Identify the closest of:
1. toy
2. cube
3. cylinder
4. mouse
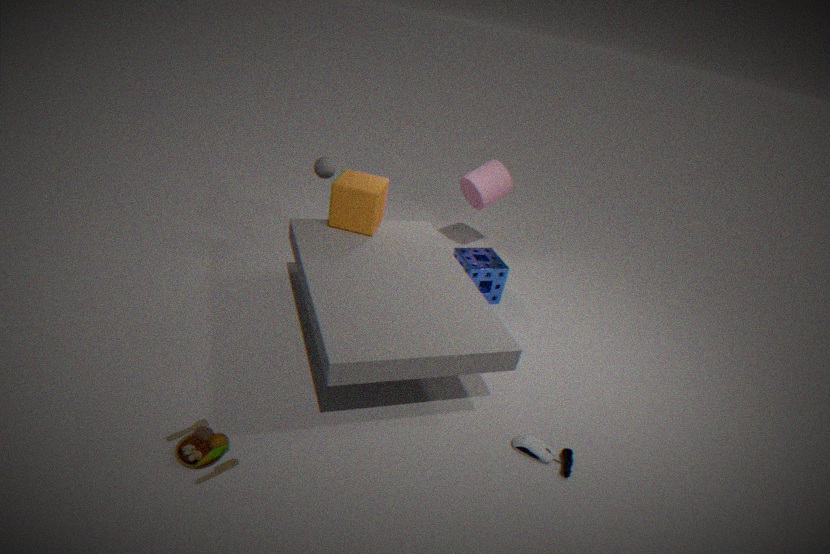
toy
